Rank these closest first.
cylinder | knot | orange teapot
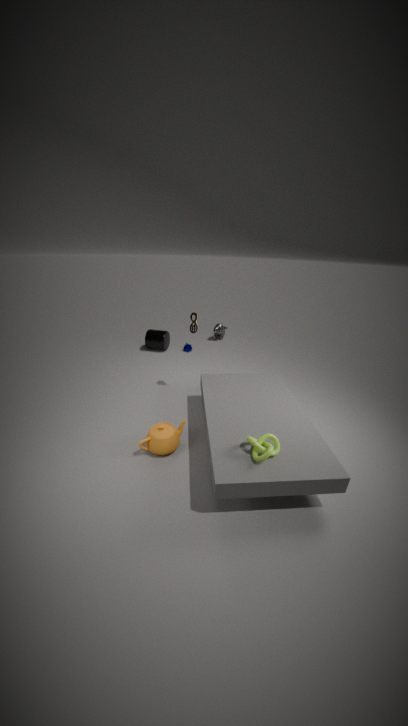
knot < orange teapot < cylinder
